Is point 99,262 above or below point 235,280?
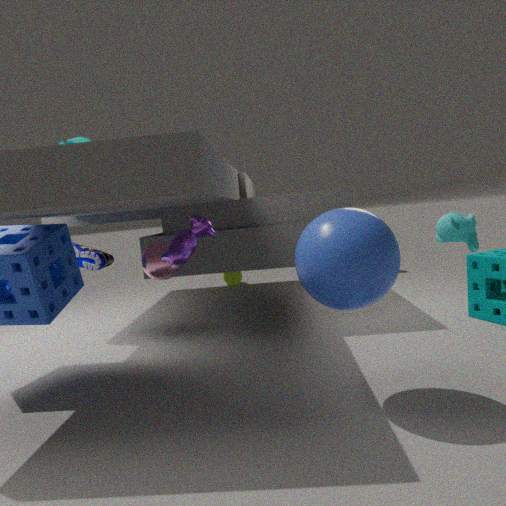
above
